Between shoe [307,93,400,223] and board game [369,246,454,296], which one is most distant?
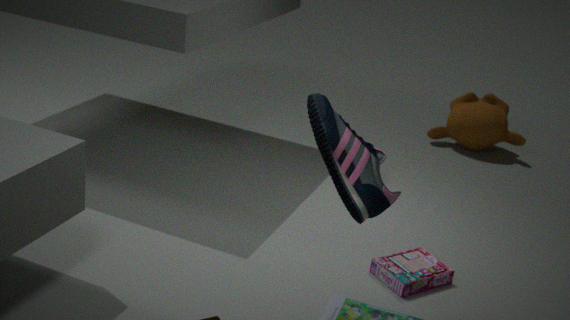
board game [369,246,454,296]
